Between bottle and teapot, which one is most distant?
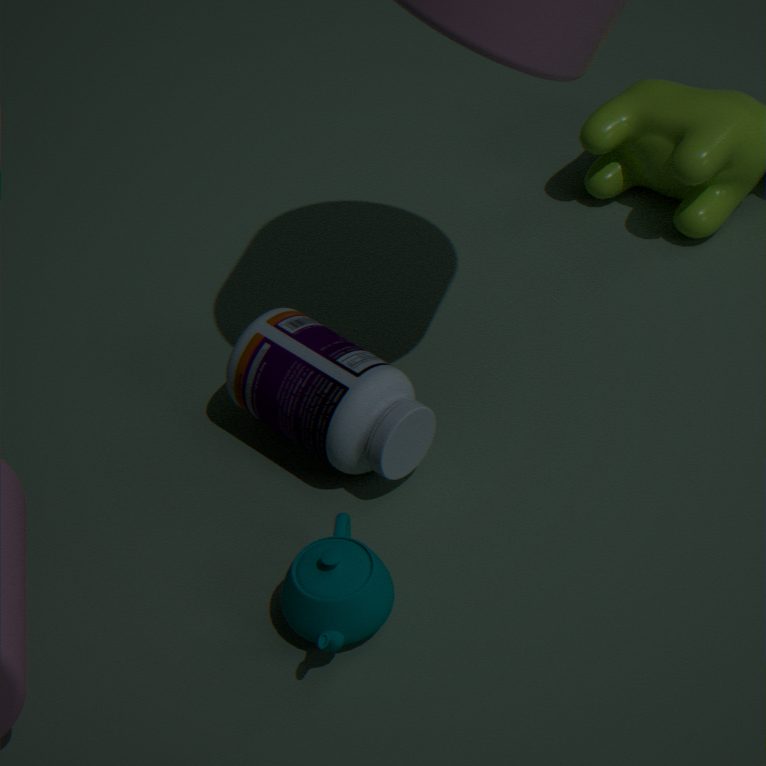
bottle
